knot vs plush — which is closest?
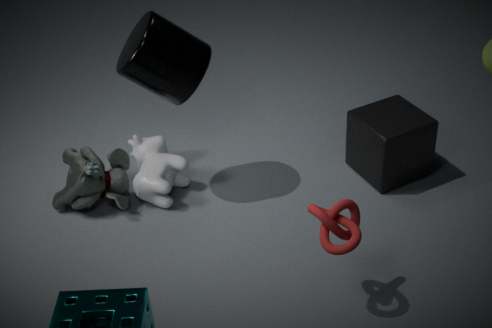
knot
